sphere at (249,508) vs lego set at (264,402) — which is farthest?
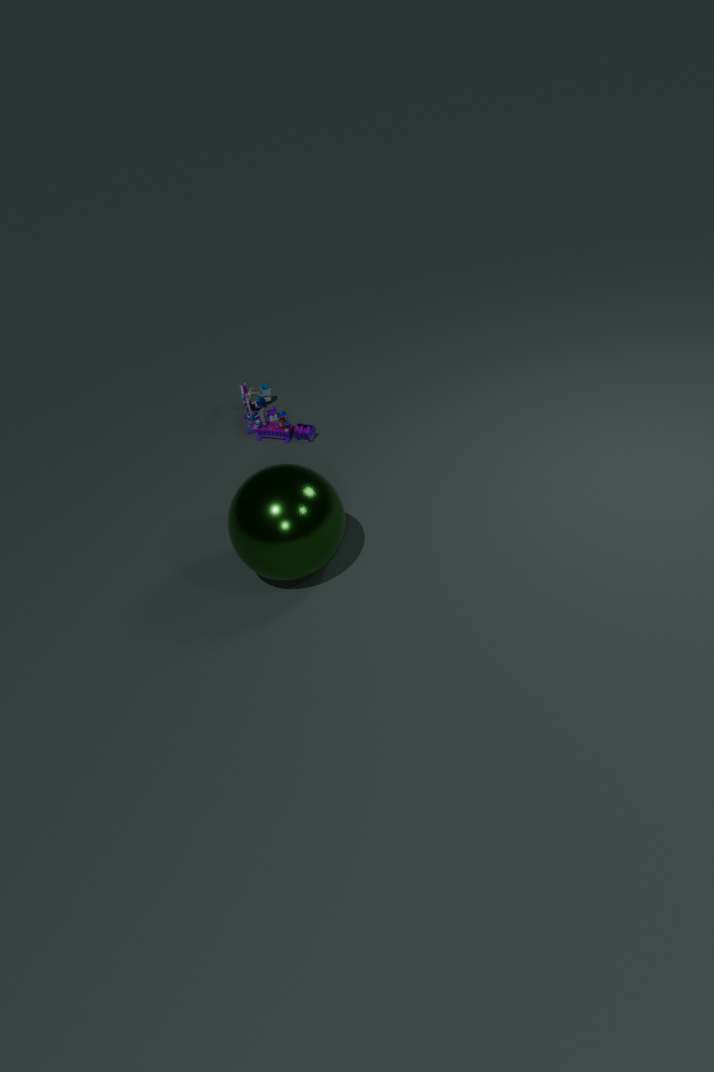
lego set at (264,402)
